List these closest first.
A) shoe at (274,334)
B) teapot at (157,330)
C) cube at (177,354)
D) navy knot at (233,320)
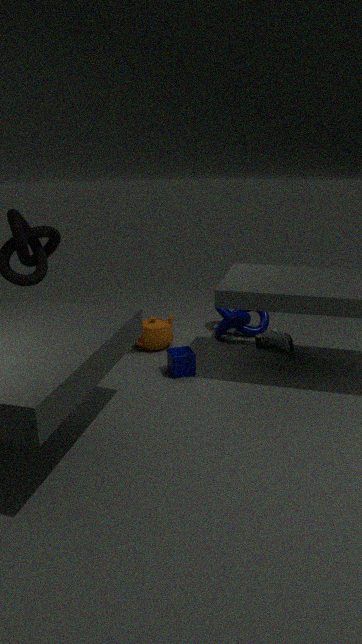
cube at (177,354)
shoe at (274,334)
teapot at (157,330)
navy knot at (233,320)
